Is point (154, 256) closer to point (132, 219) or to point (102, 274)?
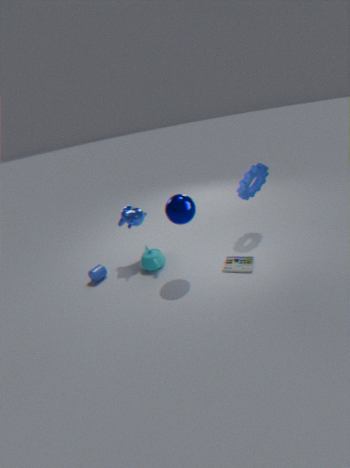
point (132, 219)
